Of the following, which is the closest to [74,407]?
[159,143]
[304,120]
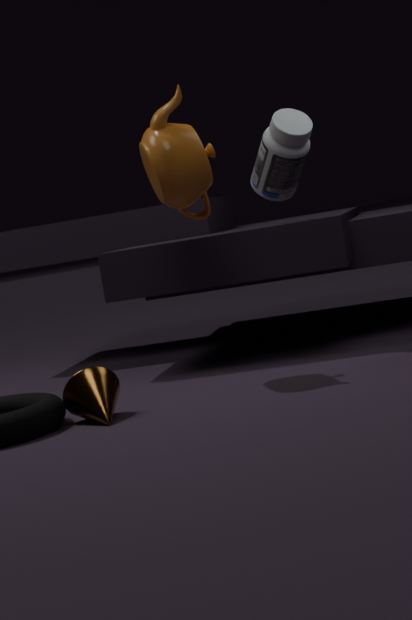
[159,143]
